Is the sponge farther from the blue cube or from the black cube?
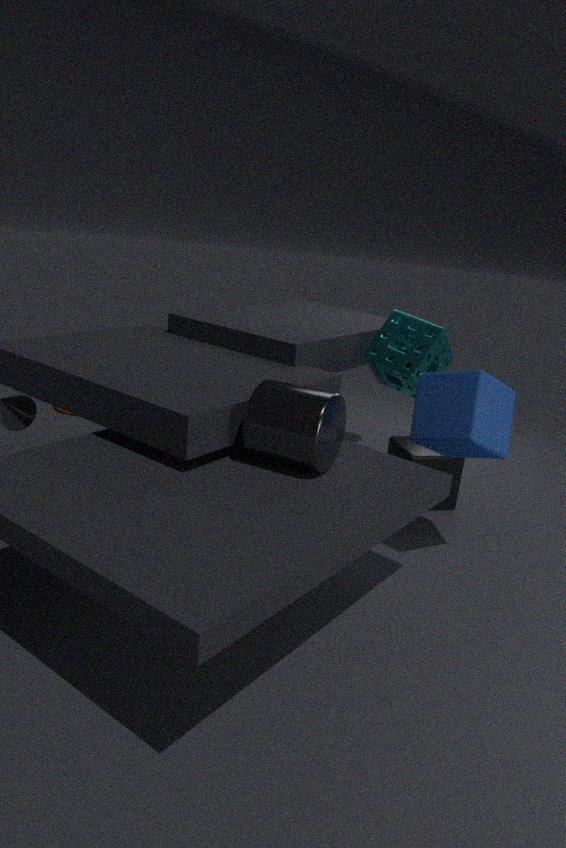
the blue cube
